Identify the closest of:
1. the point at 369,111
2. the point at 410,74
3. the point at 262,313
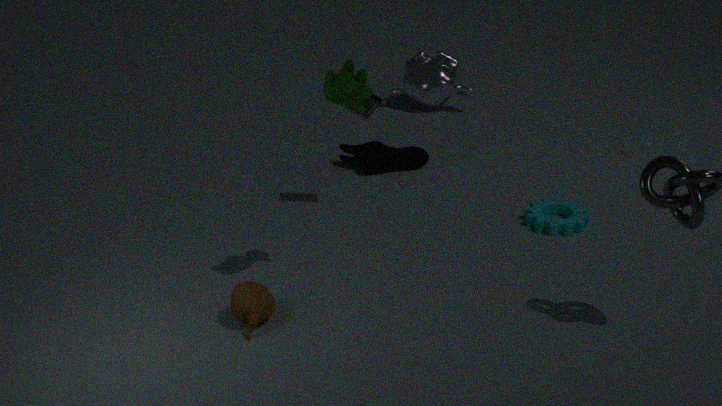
the point at 262,313
